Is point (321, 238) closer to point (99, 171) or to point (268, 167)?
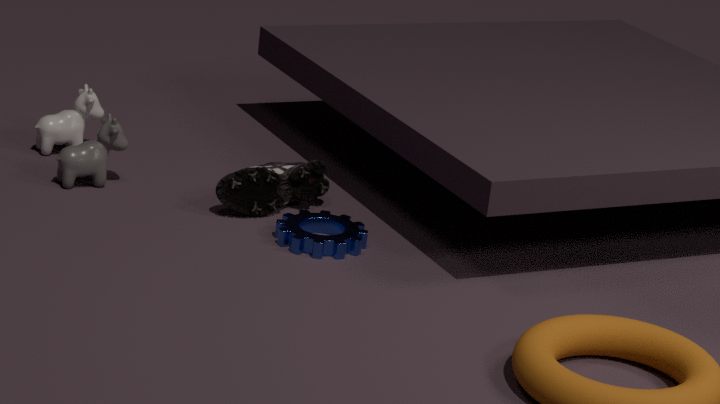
point (268, 167)
